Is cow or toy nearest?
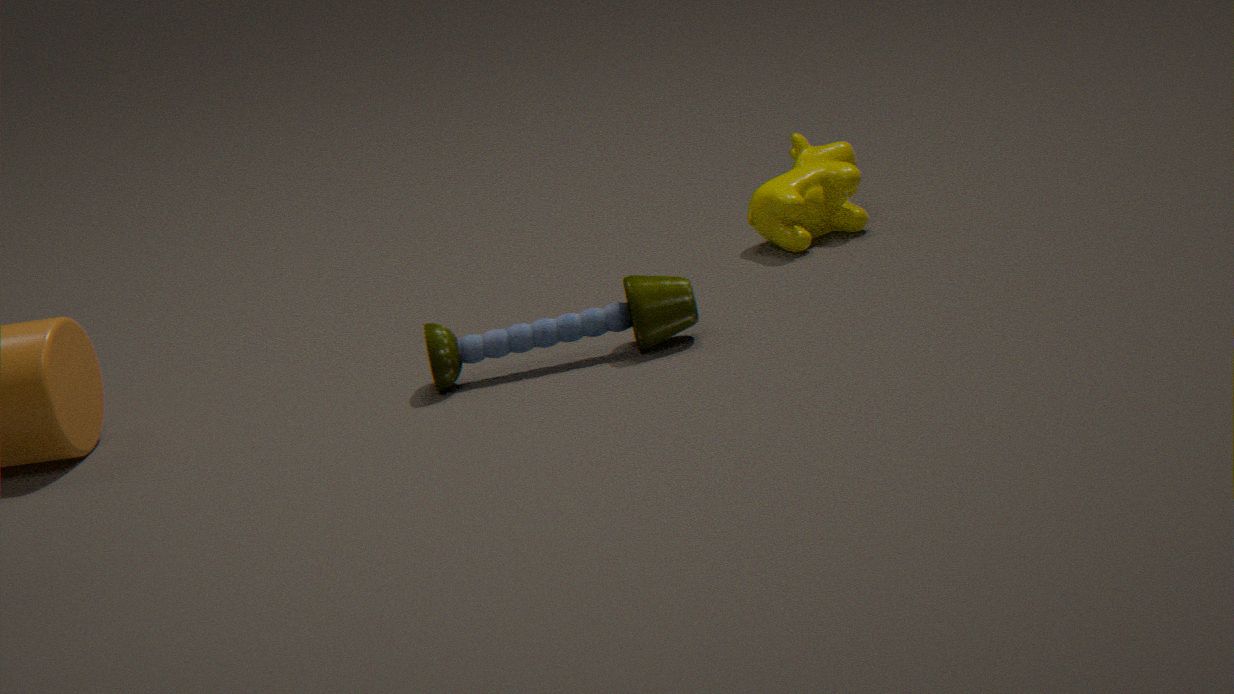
toy
